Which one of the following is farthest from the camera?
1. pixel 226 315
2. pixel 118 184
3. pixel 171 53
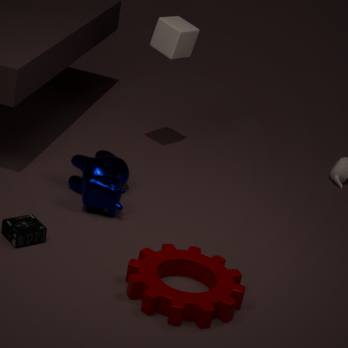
pixel 171 53
